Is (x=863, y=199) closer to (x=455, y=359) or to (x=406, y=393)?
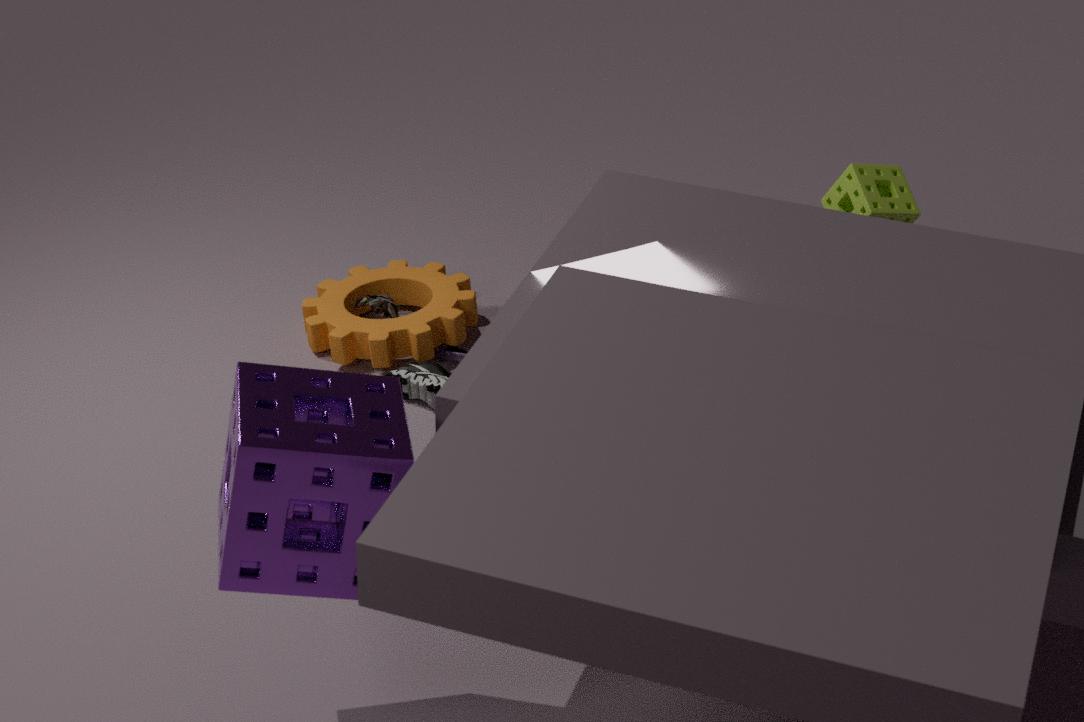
(x=455, y=359)
